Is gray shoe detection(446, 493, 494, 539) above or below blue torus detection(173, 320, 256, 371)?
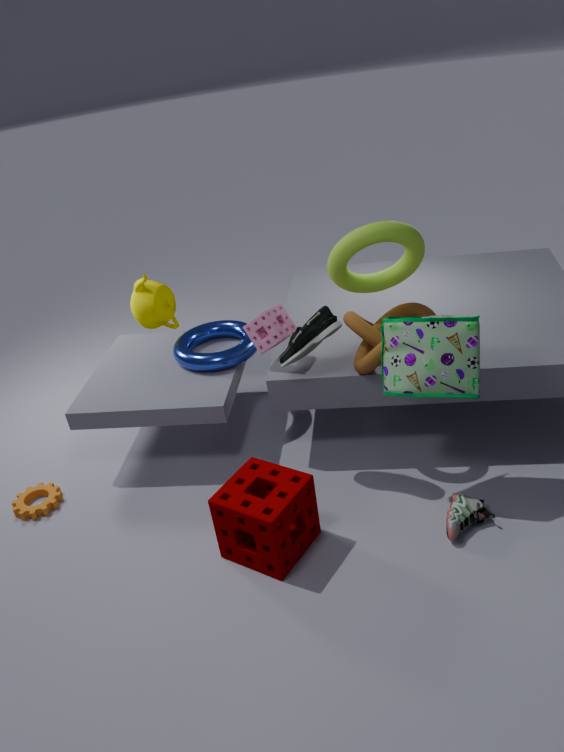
below
